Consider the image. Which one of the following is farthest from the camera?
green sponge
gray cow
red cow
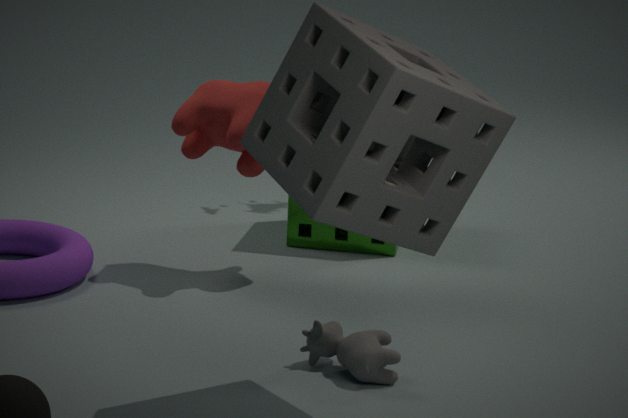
green sponge
